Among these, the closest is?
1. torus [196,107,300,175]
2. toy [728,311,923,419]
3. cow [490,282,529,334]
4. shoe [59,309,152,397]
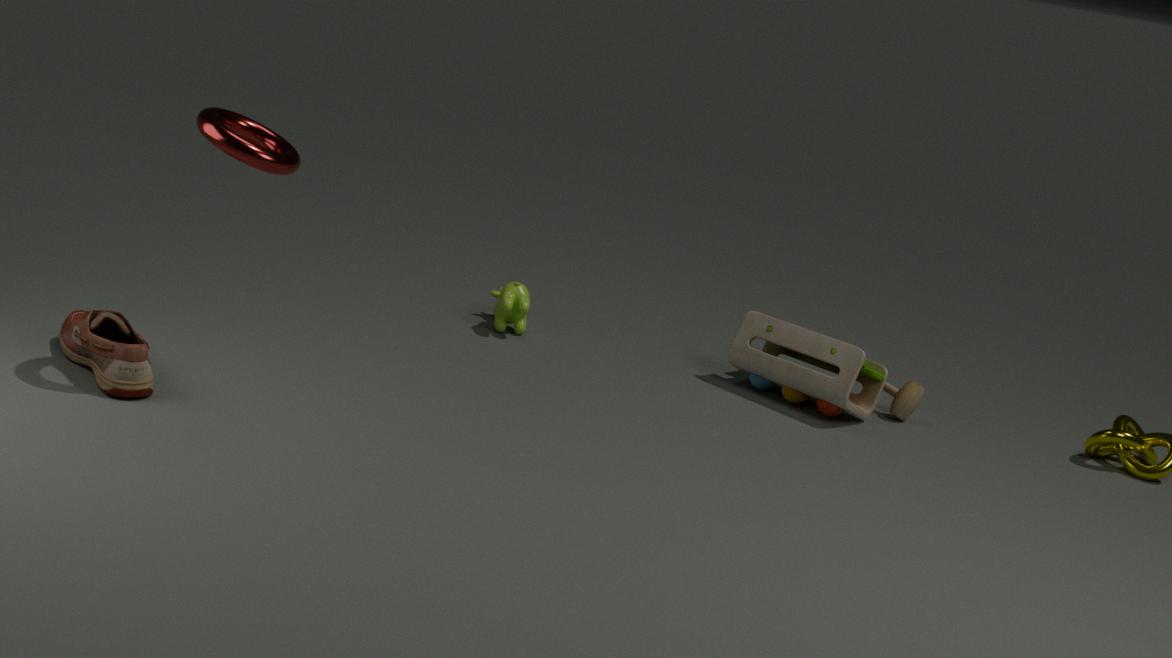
torus [196,107,300,175]
